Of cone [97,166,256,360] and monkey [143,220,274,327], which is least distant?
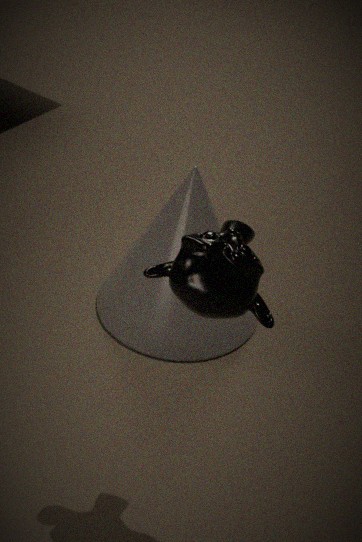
monkey [143,220,274,327]
